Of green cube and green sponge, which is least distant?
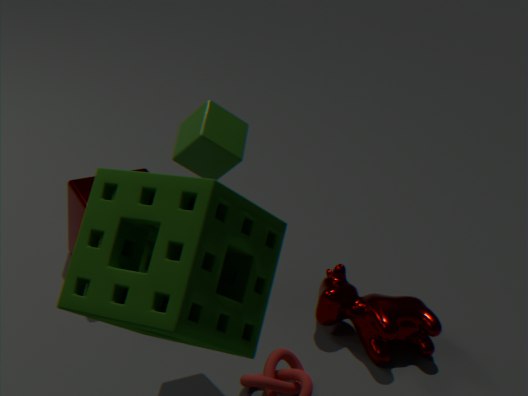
green sponge
